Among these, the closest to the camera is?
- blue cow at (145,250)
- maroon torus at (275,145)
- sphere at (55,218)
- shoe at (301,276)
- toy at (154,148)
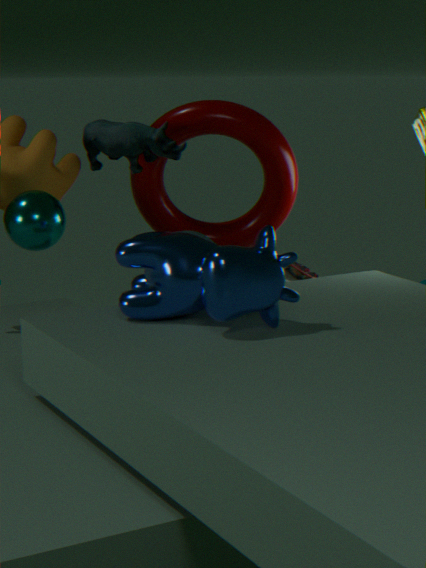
blue cow at (145,250)
